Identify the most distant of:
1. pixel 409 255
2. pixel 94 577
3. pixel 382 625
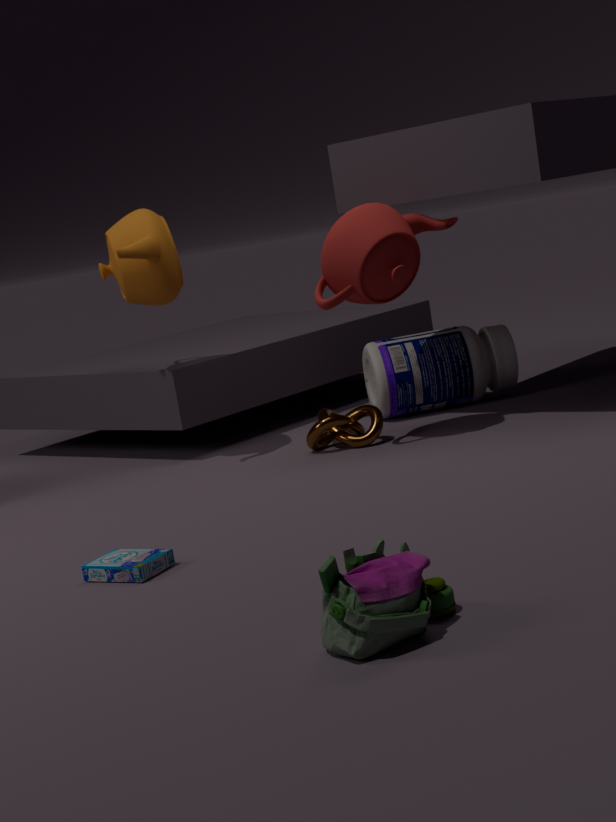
pixel 409 255
